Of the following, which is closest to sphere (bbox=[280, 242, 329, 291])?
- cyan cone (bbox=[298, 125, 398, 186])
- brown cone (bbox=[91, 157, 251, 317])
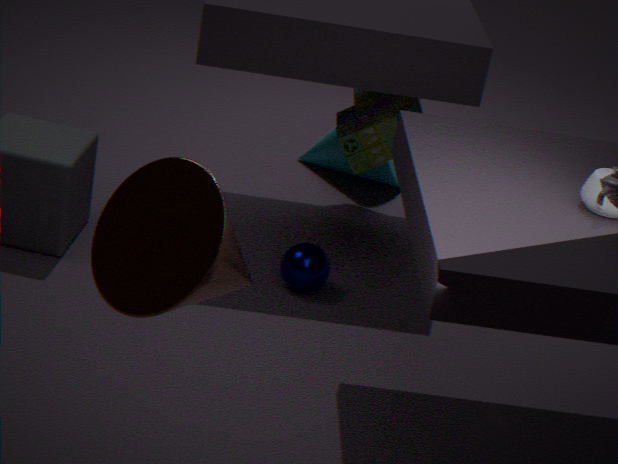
cyan cone (bbox=[298, 125, 398, 186])
